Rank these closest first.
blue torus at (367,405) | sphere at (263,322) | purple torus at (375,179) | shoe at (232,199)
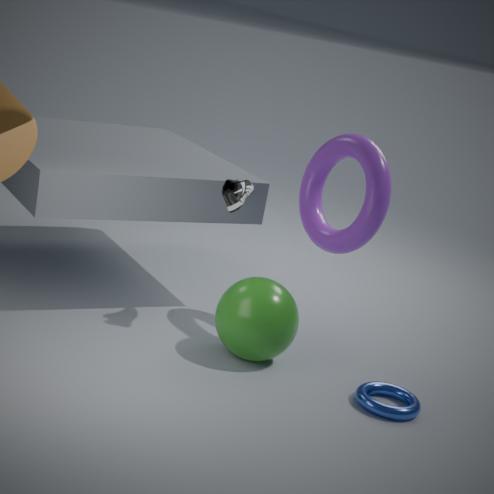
blue torus at (367,405)
sphere at (263,322)
purple torus at (375,179)
shoe at (232,199)
